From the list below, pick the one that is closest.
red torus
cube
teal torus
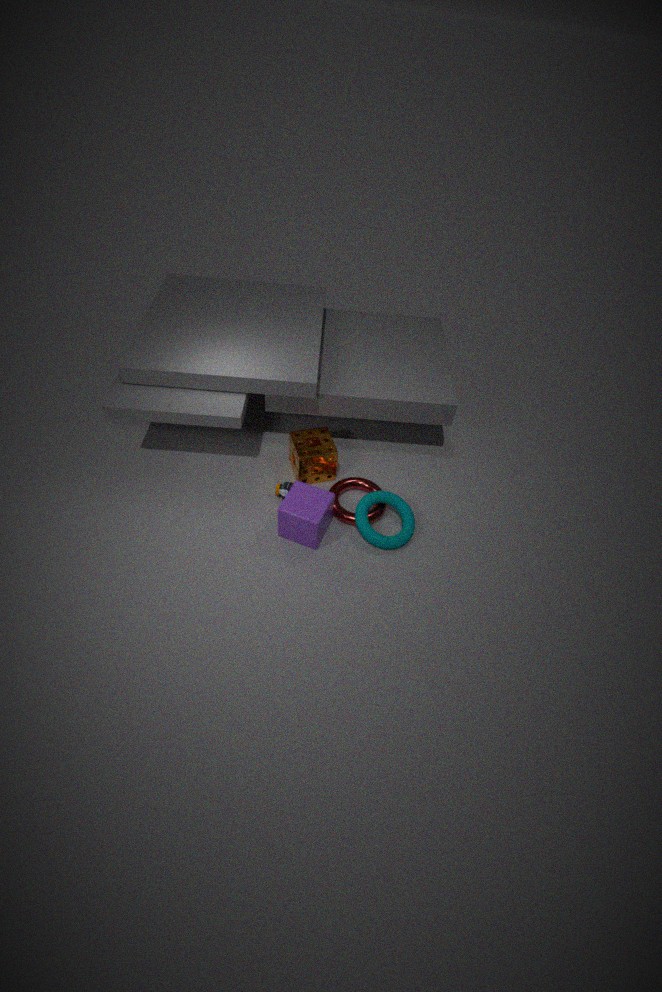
cube
